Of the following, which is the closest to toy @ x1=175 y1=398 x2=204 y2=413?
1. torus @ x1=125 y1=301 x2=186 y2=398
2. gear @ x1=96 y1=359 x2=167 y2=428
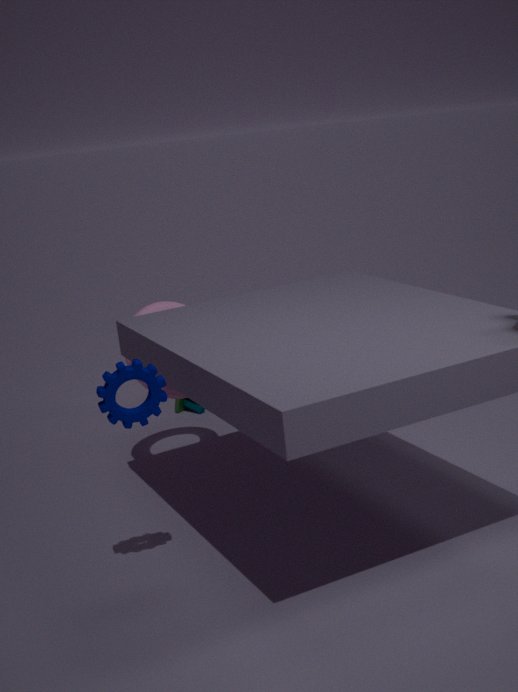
torus @ x1=125 y1=301 x2=186 y2=398
